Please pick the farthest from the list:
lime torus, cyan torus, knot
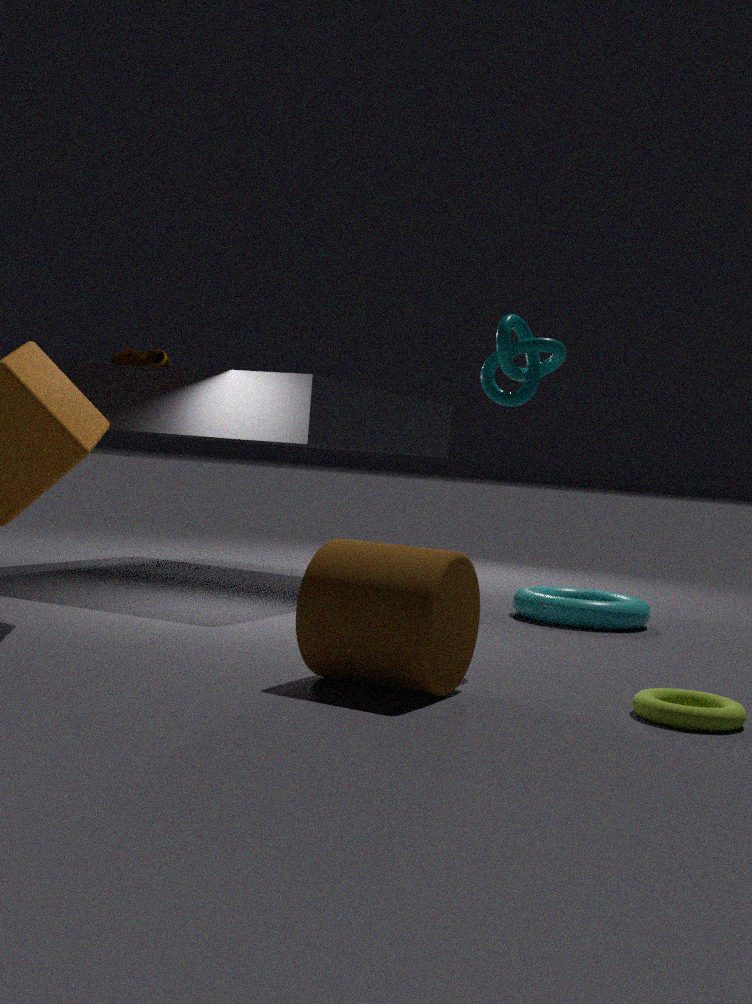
cyan torus
